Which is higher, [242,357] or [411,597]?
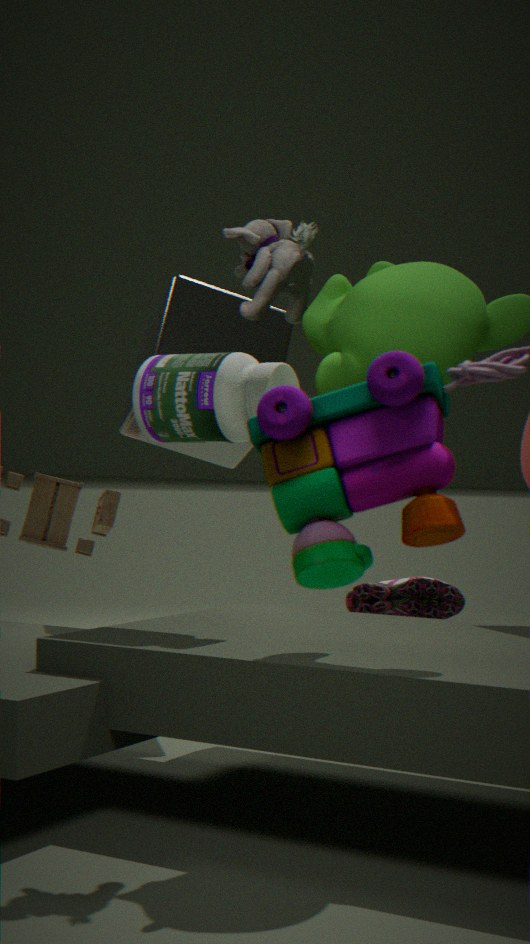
[242,357]
